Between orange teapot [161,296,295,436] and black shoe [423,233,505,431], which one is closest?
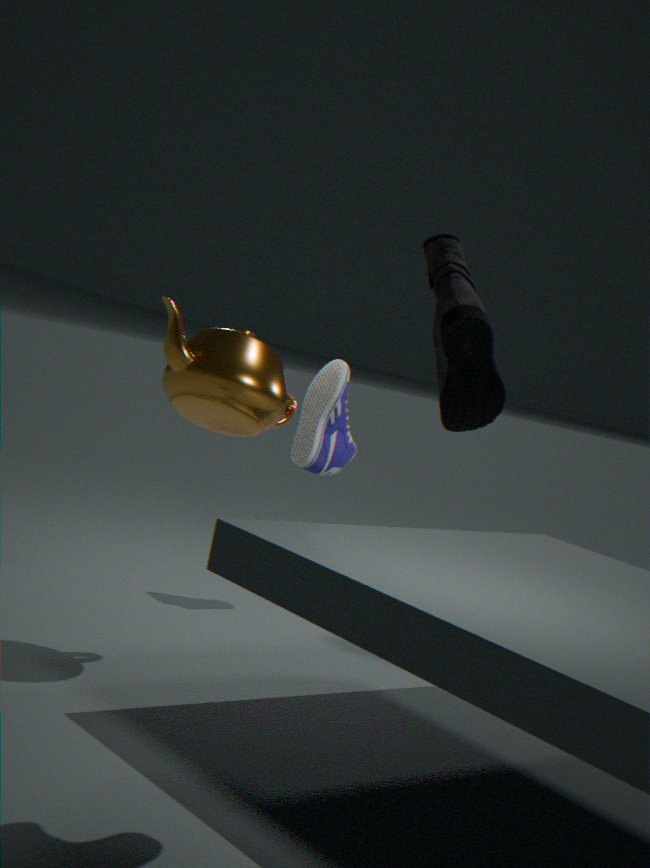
black shoe [423,233,505,431]
